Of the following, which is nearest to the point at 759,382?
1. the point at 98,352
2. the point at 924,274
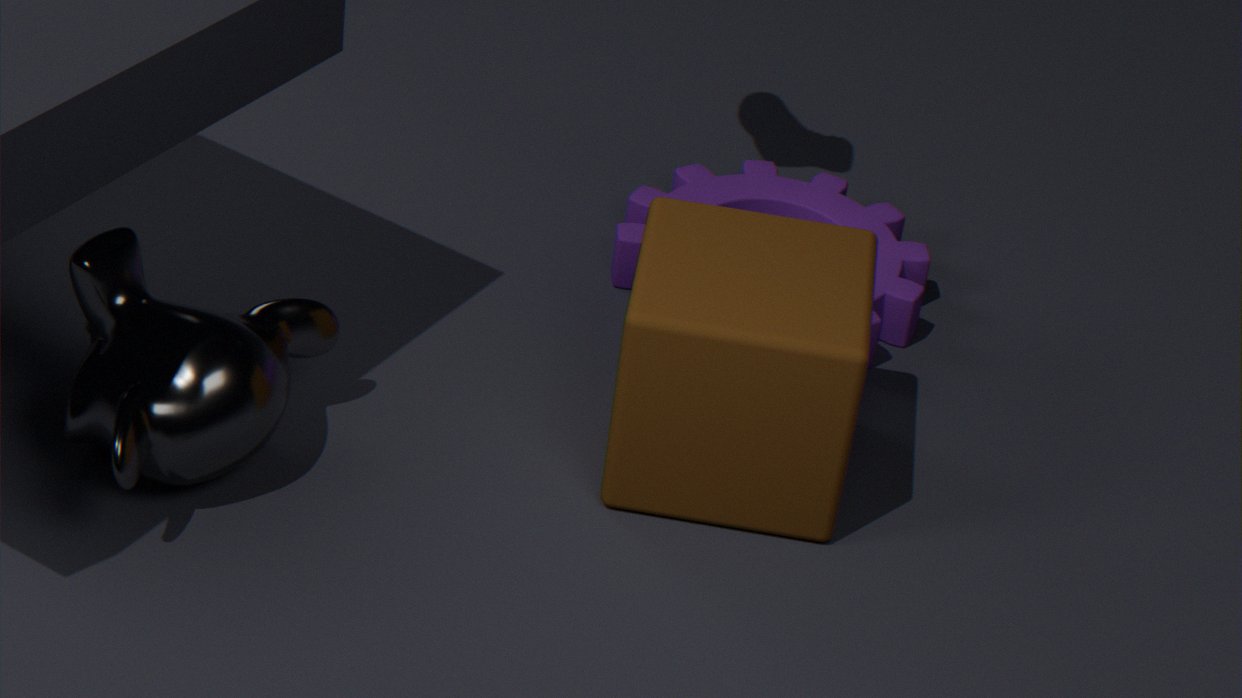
the point at 924,274
